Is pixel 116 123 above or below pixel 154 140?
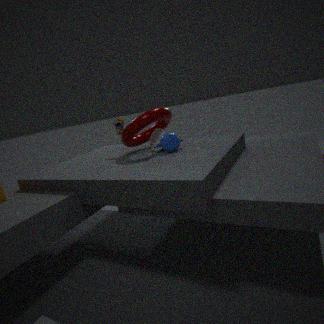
above
